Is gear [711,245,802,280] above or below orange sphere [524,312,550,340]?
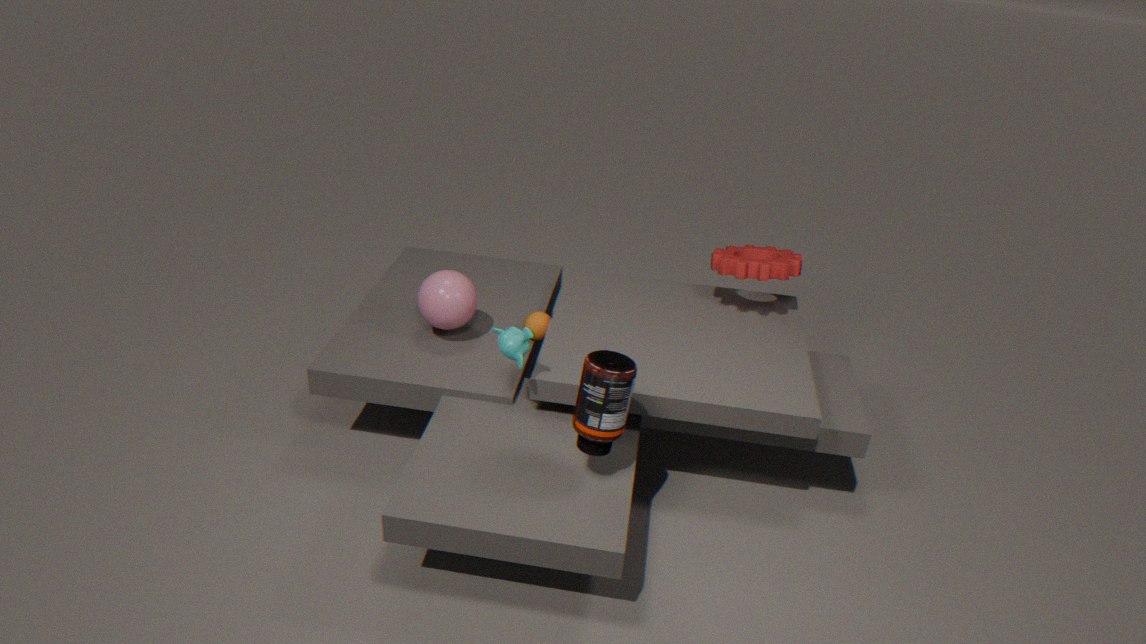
above
